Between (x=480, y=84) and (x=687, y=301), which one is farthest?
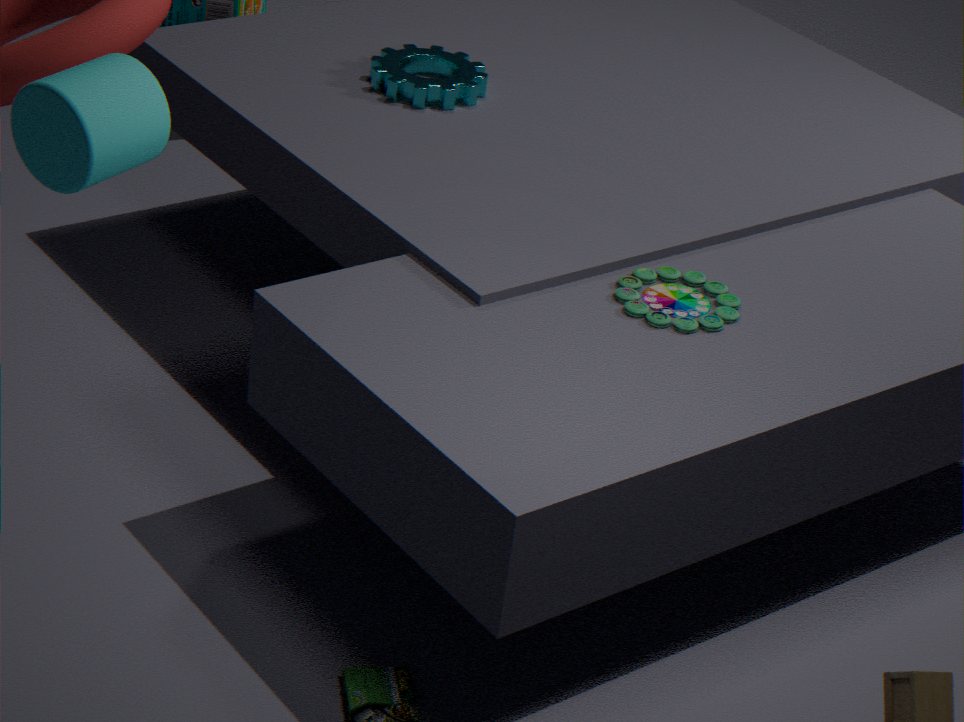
(x=480, y=84)
